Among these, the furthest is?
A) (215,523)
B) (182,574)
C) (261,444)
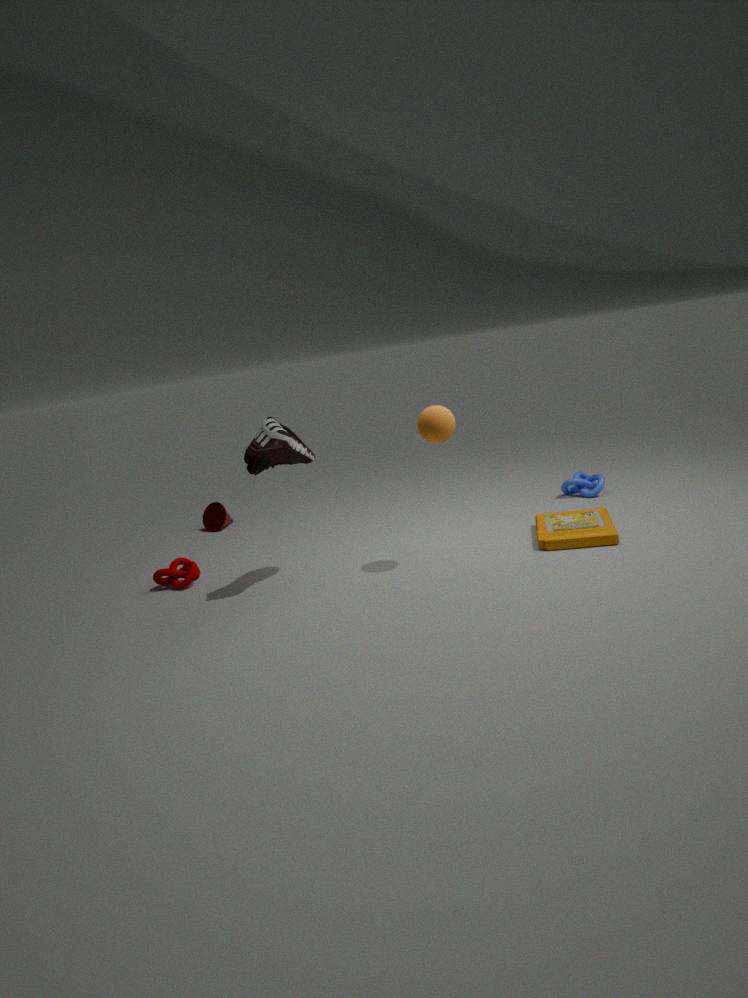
(215,523)
